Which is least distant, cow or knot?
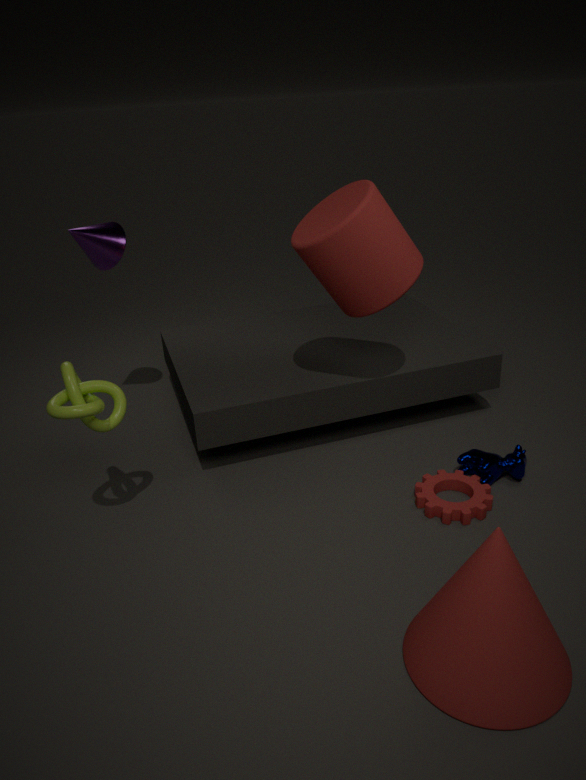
knot
